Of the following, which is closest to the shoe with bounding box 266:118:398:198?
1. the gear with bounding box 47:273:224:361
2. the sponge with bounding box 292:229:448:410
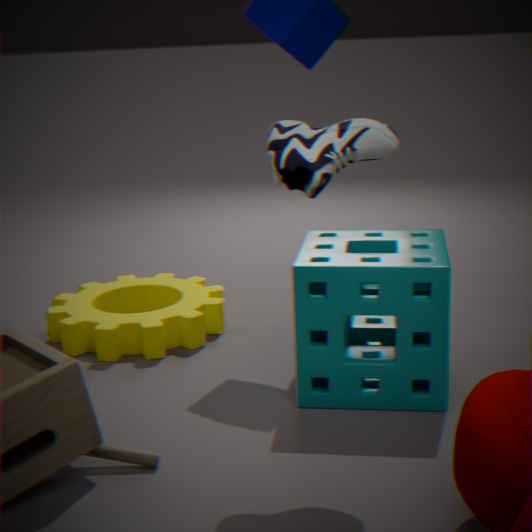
the sponge with bounding box 292:229:448:410
